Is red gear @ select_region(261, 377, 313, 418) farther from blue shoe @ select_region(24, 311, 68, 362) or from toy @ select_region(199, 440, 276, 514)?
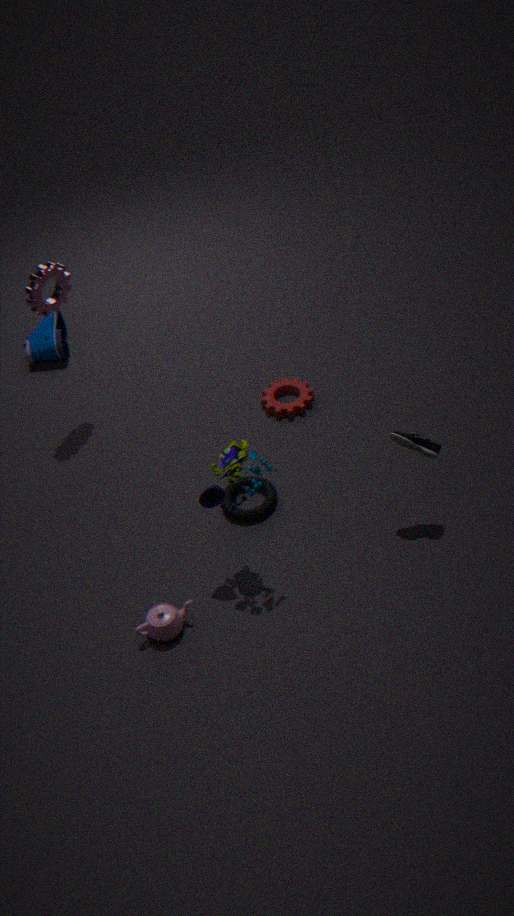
blue shoe @ select_region(24, 311, 68, 362)
